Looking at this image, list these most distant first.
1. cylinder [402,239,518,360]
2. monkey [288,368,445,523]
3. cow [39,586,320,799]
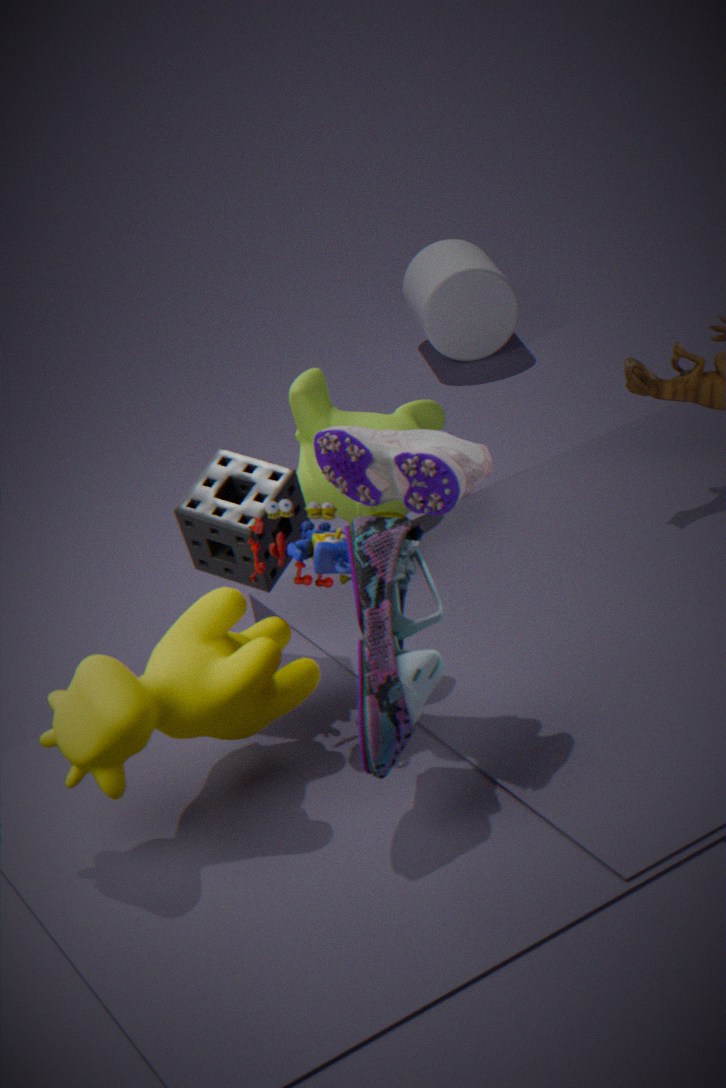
cylinder [402,239,518,360]
monkey [288,368,445,523]
cow [39,586,320,799]
